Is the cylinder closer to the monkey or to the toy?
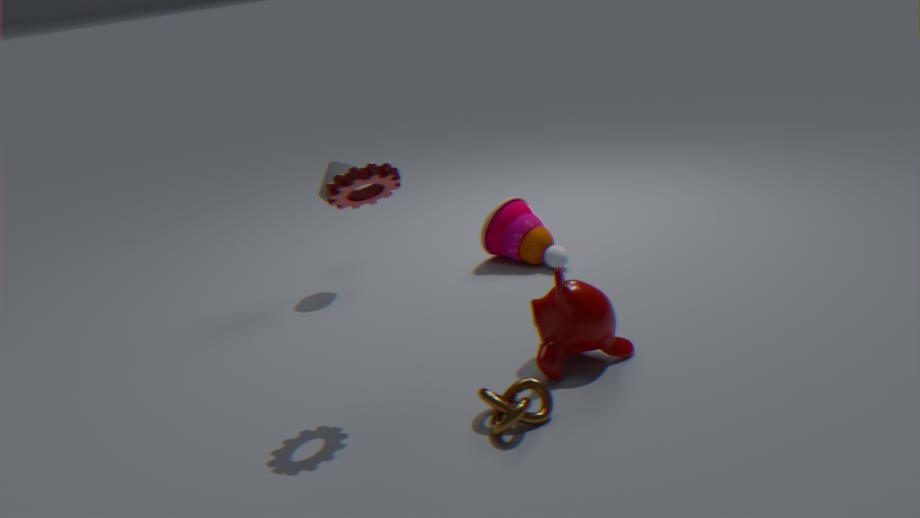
the toy
